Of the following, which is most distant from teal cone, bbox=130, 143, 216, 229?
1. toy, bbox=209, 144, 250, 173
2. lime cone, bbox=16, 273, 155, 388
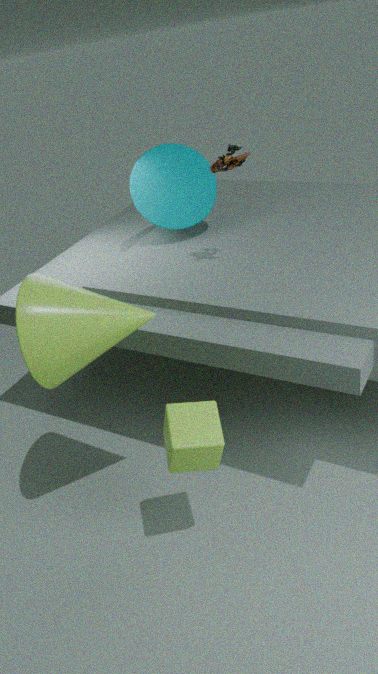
lime cone, bbox=16, 273, 155, 388
